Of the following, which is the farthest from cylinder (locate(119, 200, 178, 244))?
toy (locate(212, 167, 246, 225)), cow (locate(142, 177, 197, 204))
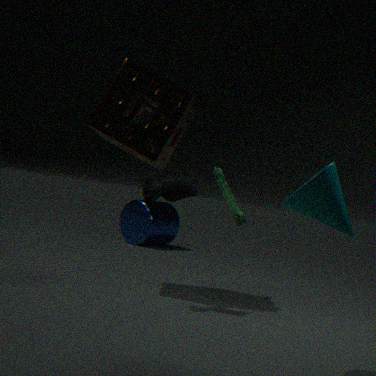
cow (locate(142, 177, 197, 204))
